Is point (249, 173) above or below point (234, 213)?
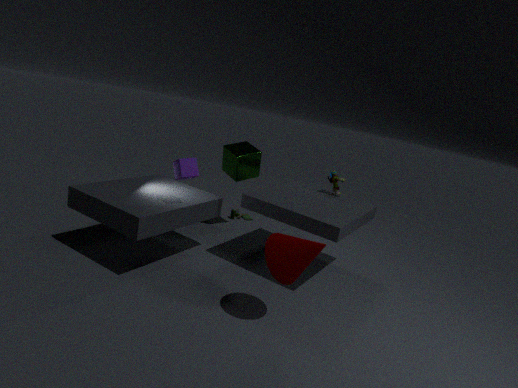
above
